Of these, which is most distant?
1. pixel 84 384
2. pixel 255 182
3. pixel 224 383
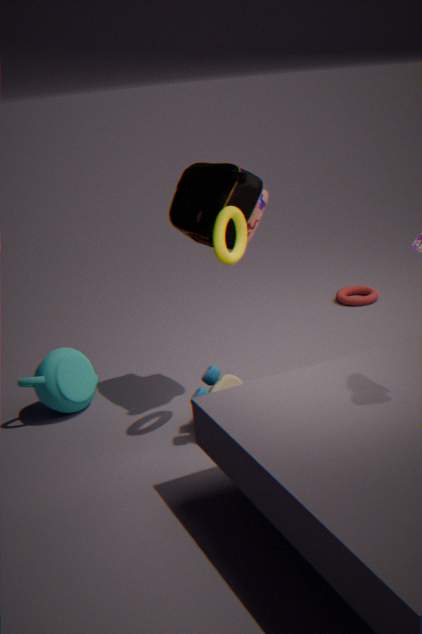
pixel 84 384
